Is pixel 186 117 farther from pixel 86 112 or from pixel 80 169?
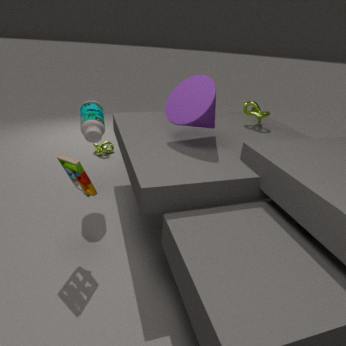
pixel 80 169
